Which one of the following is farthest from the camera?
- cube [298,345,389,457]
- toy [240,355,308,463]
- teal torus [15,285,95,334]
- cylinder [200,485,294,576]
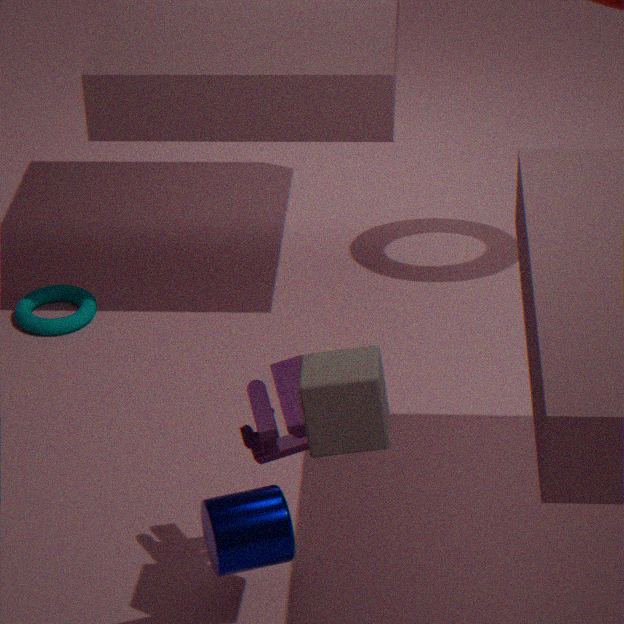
teal torus [15,285,95,334]
